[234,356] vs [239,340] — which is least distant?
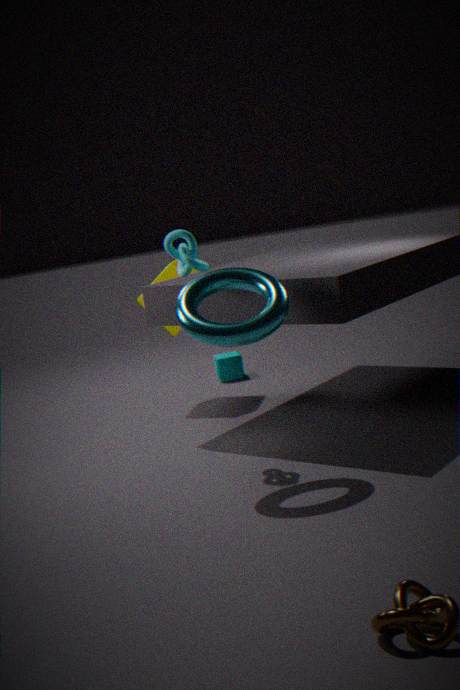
[239,340]
